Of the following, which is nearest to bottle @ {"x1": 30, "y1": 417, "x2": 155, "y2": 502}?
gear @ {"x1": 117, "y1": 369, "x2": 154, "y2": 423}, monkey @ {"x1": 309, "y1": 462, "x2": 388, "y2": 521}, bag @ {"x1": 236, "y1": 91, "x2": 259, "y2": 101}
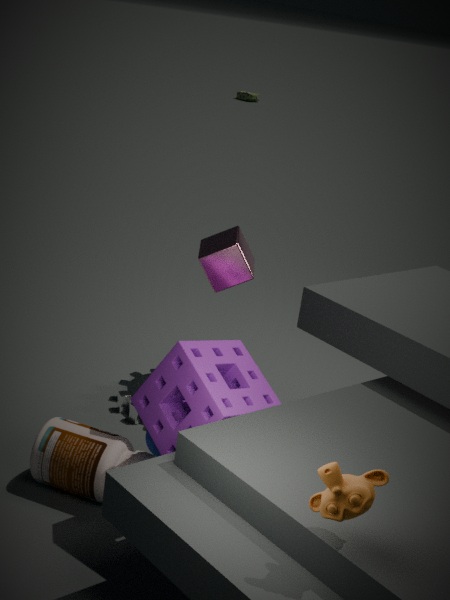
gear @ {"x1": 117, "y1": 369, "x2": 154, "y2": 423}
